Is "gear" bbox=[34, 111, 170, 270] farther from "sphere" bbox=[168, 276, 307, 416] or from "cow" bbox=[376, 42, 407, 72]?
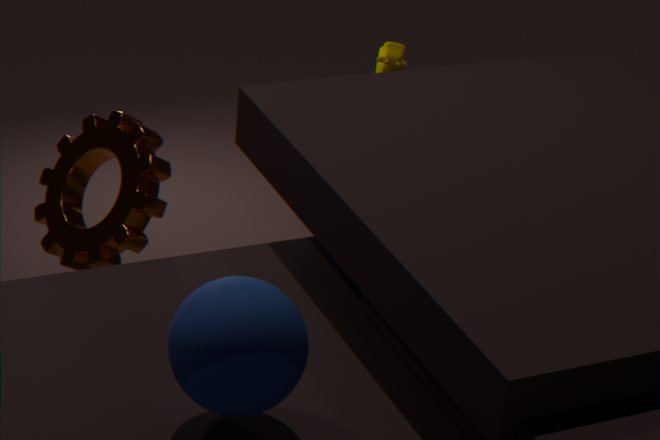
"cow" bbox=[376, 42, 407, 72]
